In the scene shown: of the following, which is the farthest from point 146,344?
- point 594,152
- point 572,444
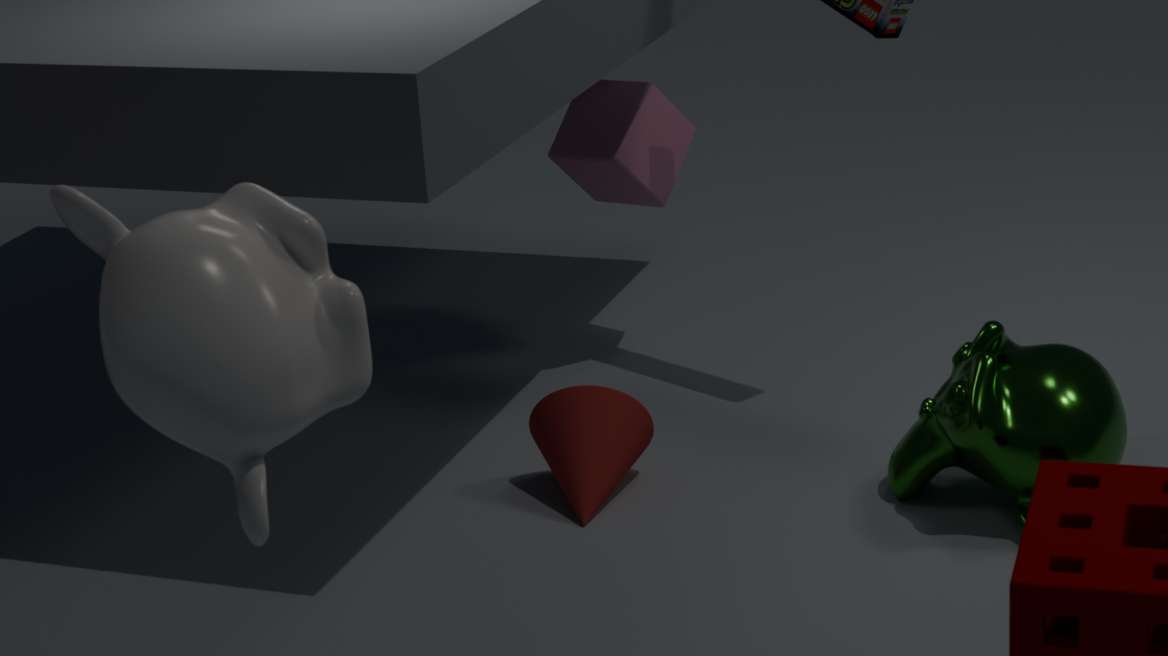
point 594,152
